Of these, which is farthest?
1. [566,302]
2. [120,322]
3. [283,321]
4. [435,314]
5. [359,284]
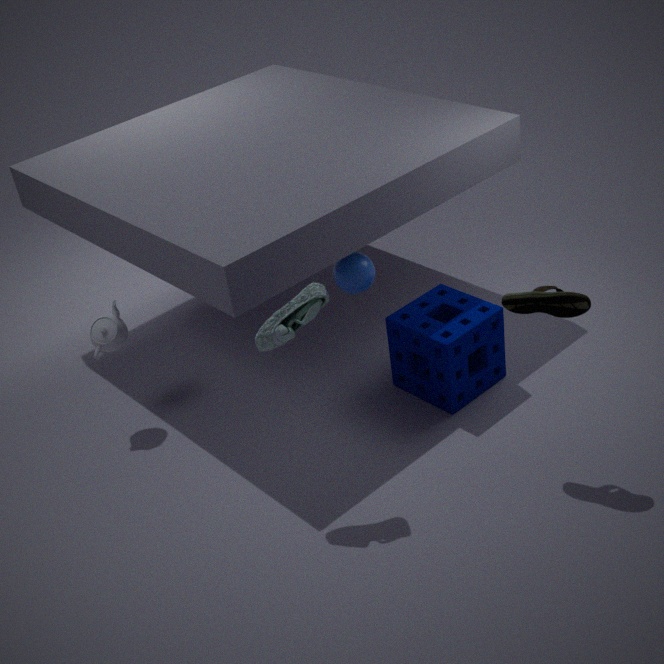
[435,314]
